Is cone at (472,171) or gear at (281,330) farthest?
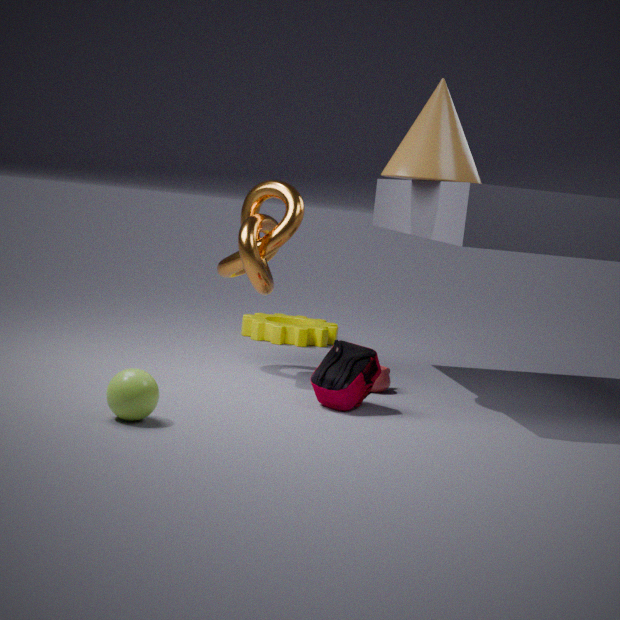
gear at (281,330)
